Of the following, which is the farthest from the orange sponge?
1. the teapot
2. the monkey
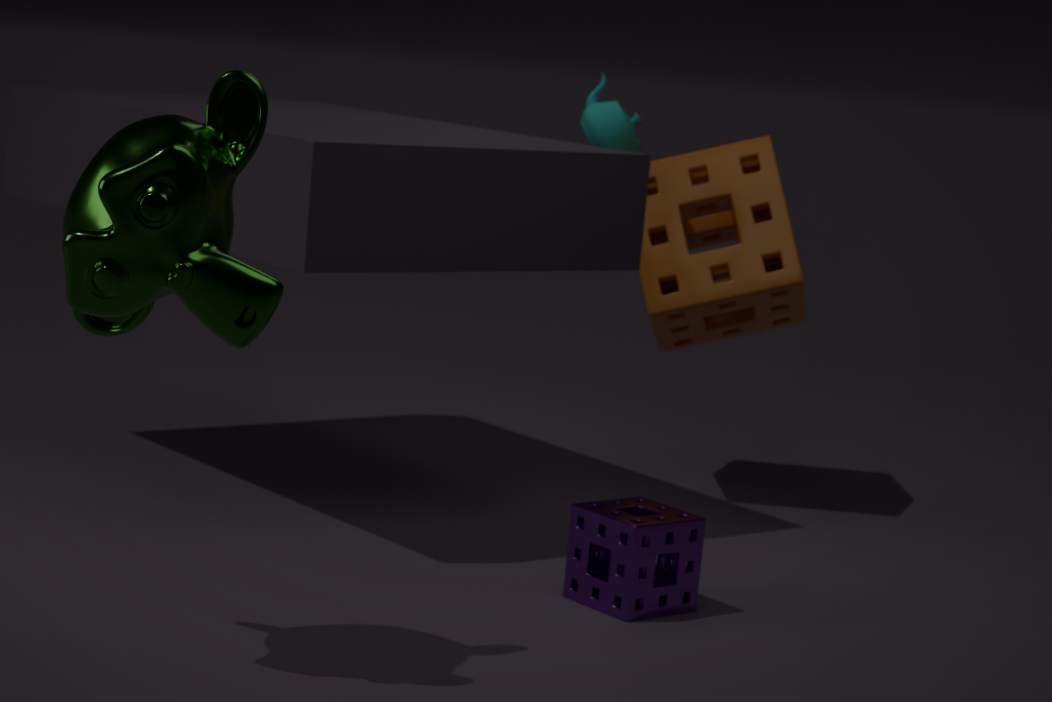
the monkey
